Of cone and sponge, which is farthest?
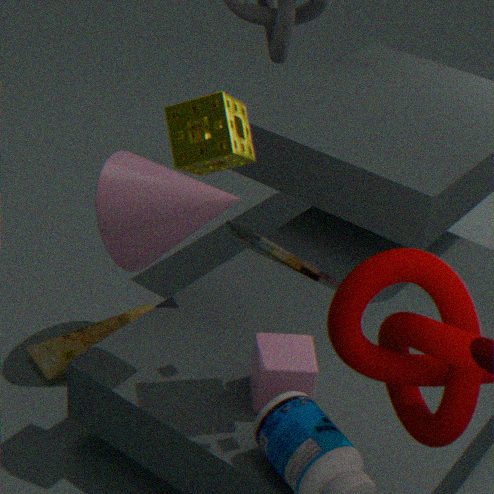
cone
